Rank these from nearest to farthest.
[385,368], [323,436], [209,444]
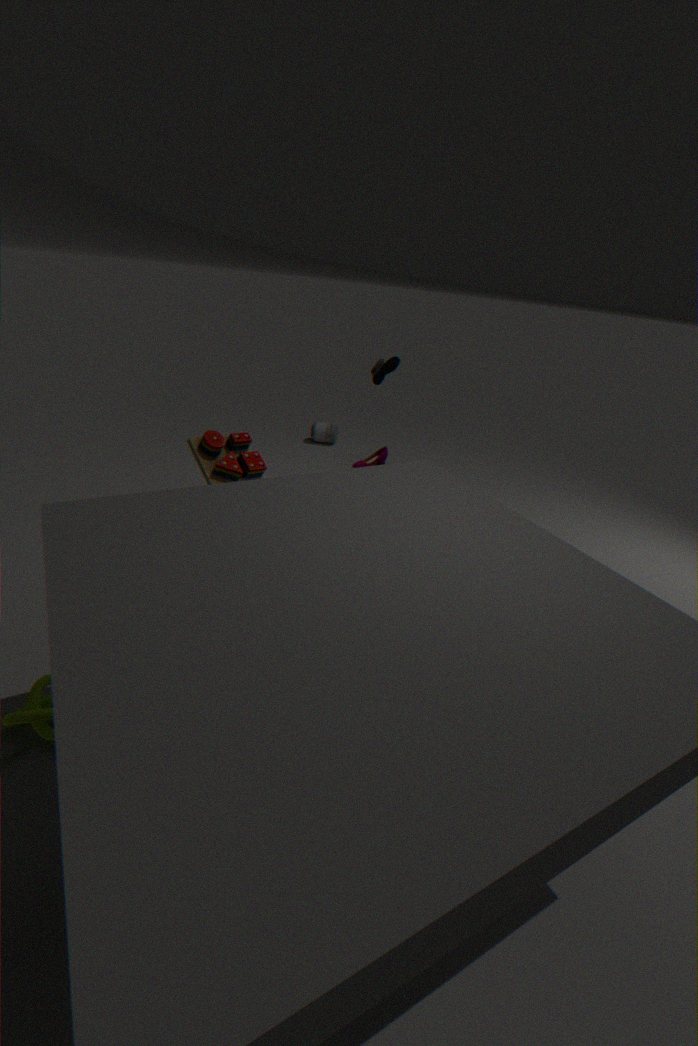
[209,444]
[385,368]
[323,436]
